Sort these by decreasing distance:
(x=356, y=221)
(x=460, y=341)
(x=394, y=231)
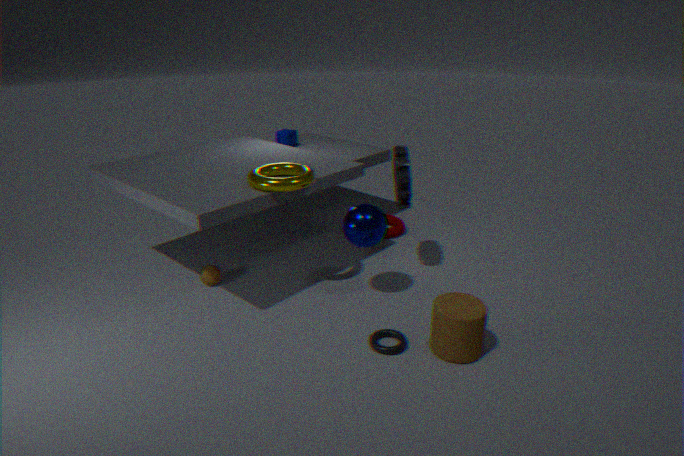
(x=394, y=231) → (x=356, y=221) → (x=460, y=341)
